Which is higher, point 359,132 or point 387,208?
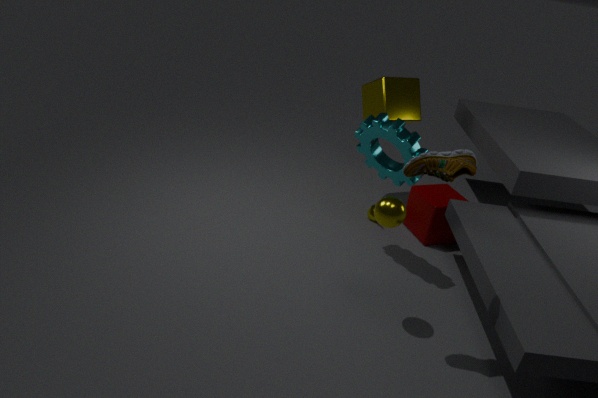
point 359,132
